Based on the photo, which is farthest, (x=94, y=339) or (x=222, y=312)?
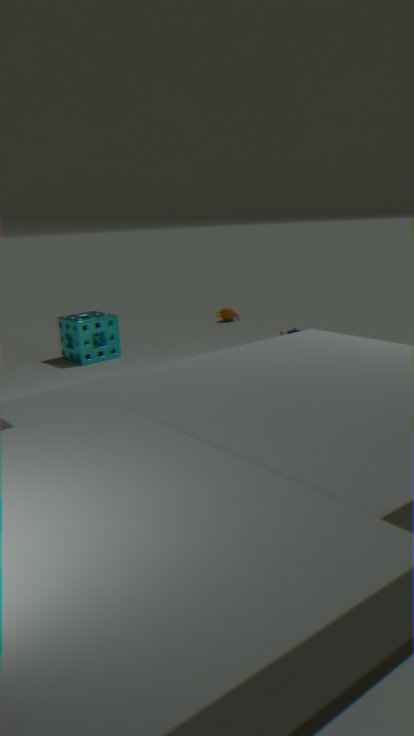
(x=222, y=312)
